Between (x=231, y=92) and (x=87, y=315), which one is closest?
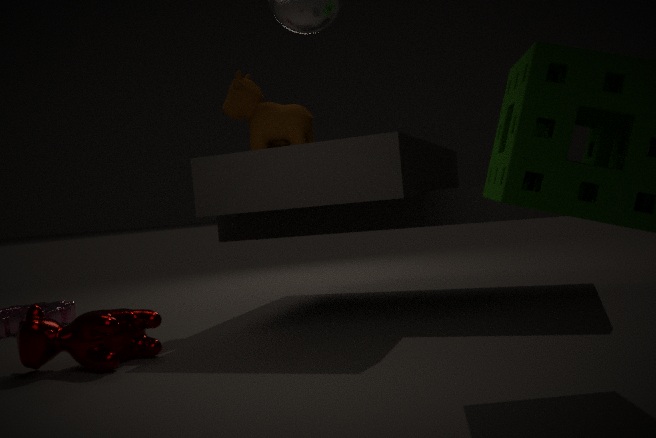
(x=87, y=315)
